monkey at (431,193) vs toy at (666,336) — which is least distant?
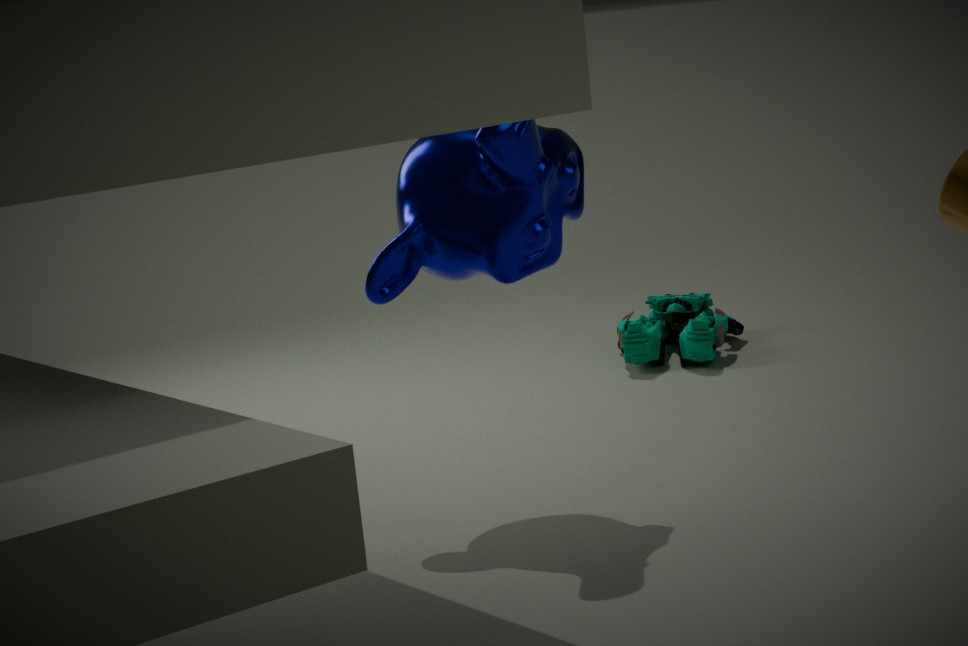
monkey at (431,193)
